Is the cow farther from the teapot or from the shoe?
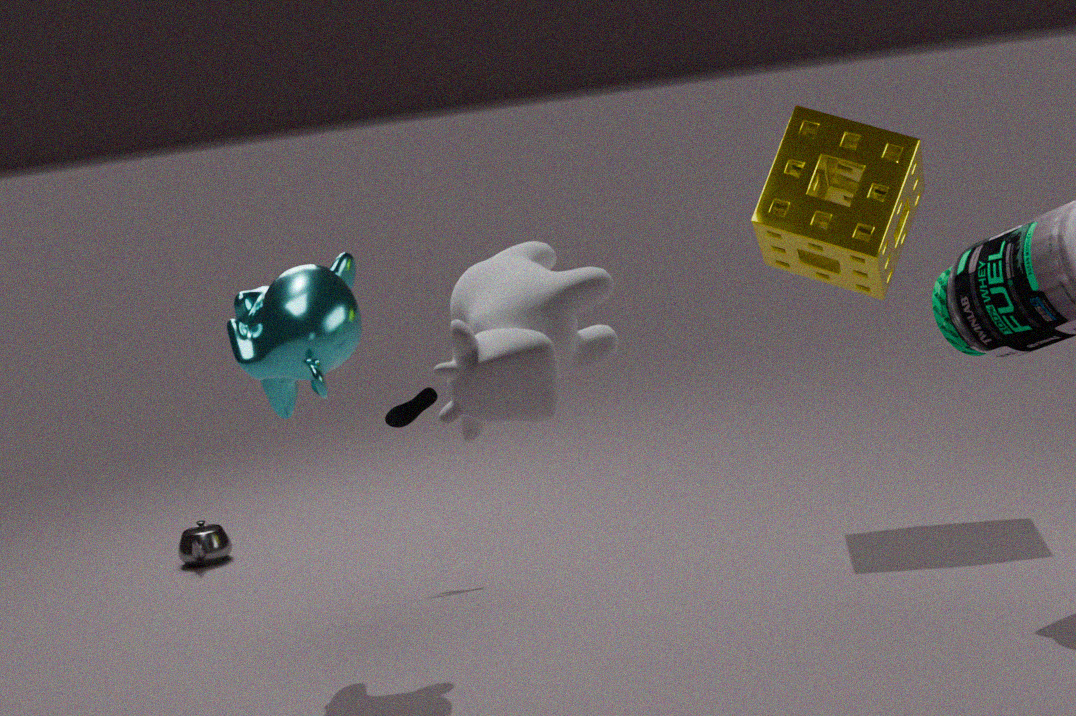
the teapot
